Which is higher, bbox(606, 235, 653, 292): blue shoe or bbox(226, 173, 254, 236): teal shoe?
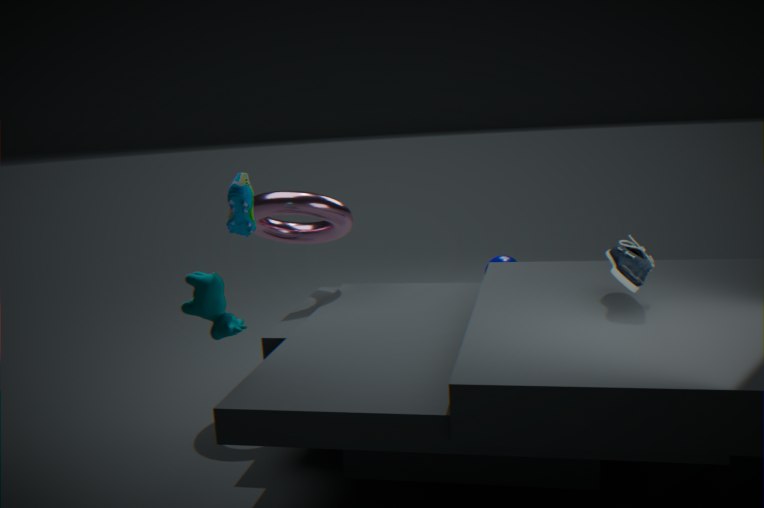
bbox(226, 173, 254, 236): teal shoe
